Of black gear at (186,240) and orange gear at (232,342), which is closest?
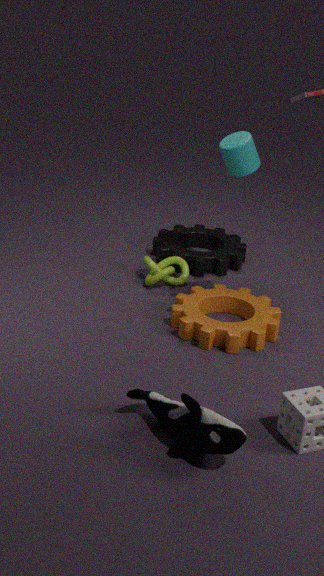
orange gear at (232,342)
